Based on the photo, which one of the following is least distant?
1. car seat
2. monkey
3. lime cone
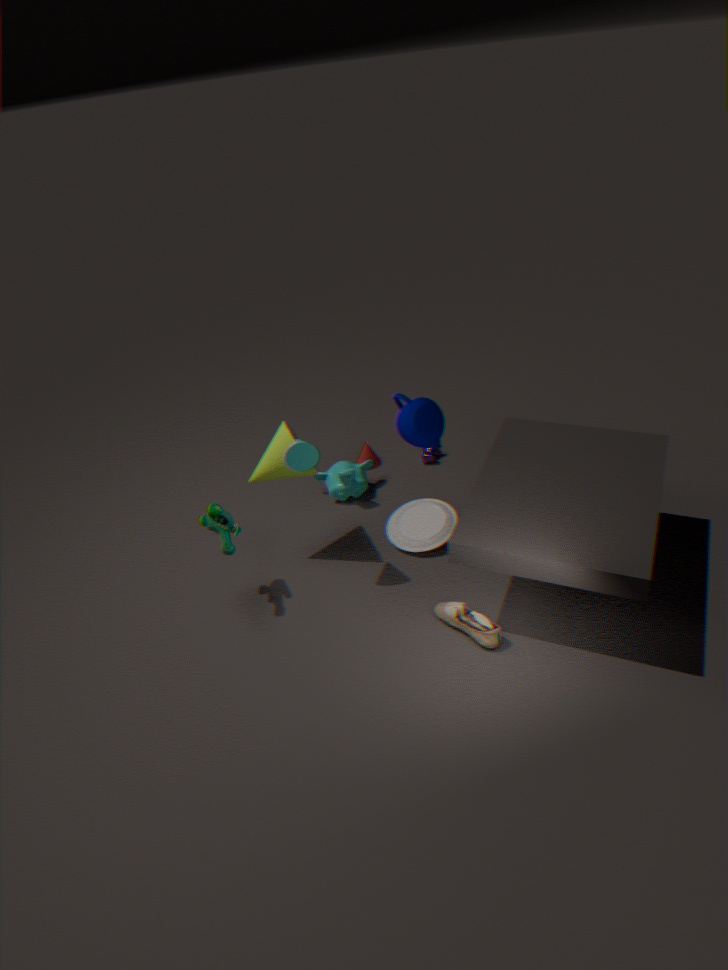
lime cone
